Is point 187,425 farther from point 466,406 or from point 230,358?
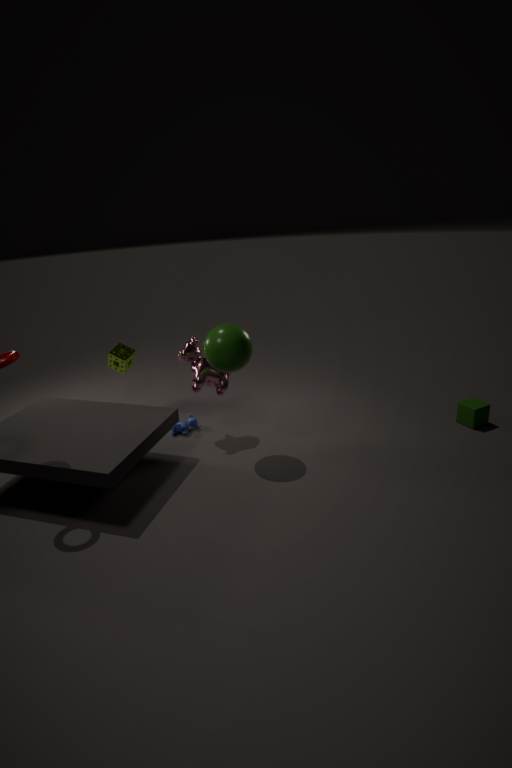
point 466,406
